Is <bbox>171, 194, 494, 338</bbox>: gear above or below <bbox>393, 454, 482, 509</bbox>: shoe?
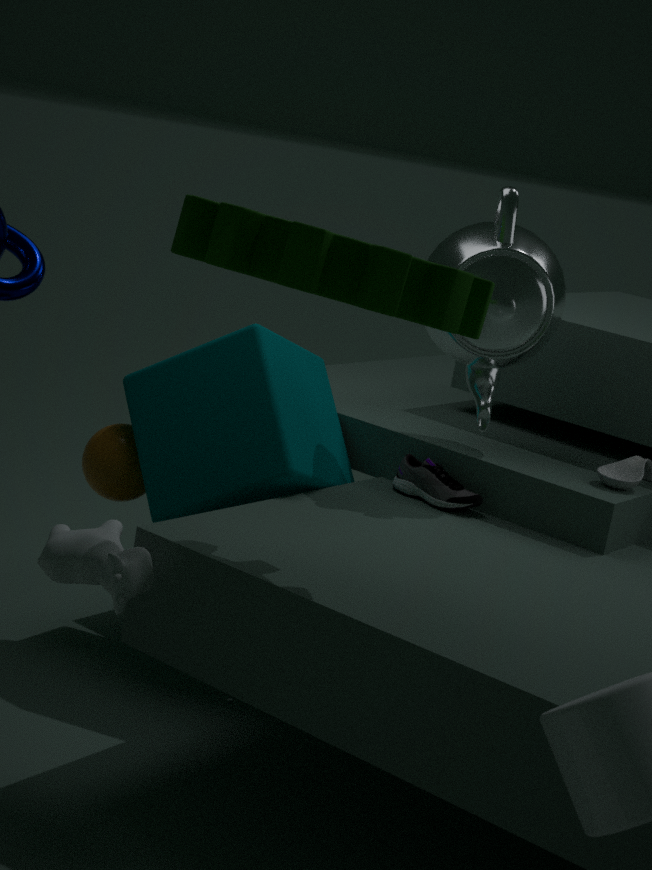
above
